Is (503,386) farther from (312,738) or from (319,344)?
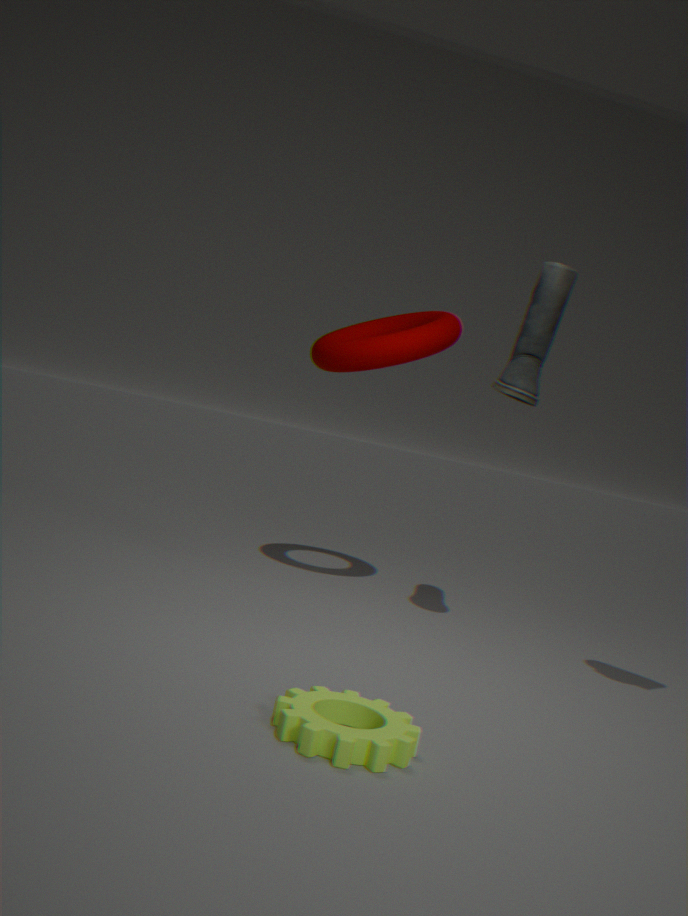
(312,738)
